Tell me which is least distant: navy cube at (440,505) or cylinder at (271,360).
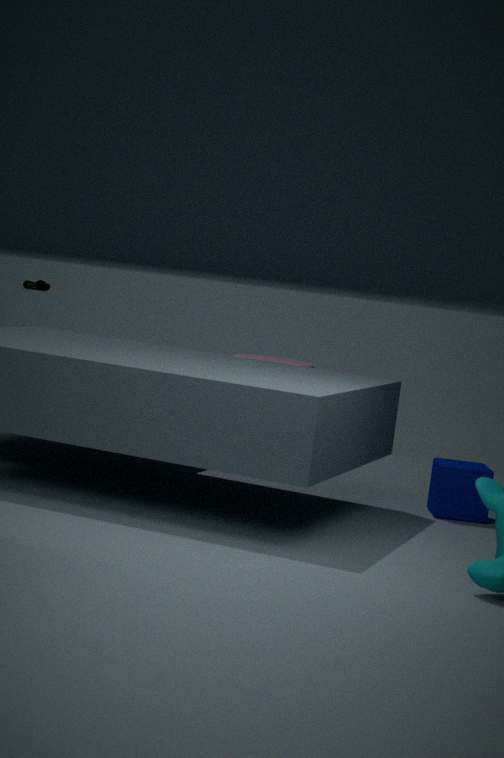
navy cube at (440,505)
